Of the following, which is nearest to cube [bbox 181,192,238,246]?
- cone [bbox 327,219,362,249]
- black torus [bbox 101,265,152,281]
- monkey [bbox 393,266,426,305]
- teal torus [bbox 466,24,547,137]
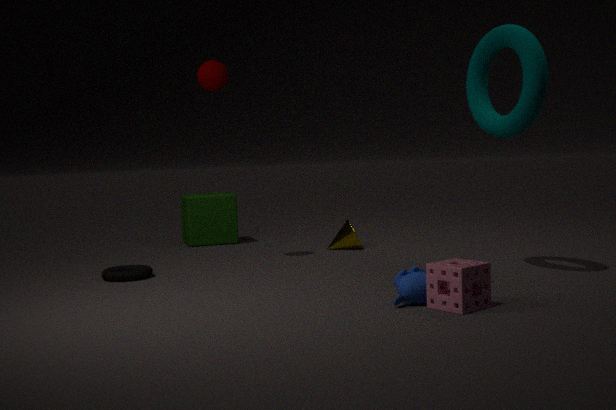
cone [bbox 327,219,362,249]
